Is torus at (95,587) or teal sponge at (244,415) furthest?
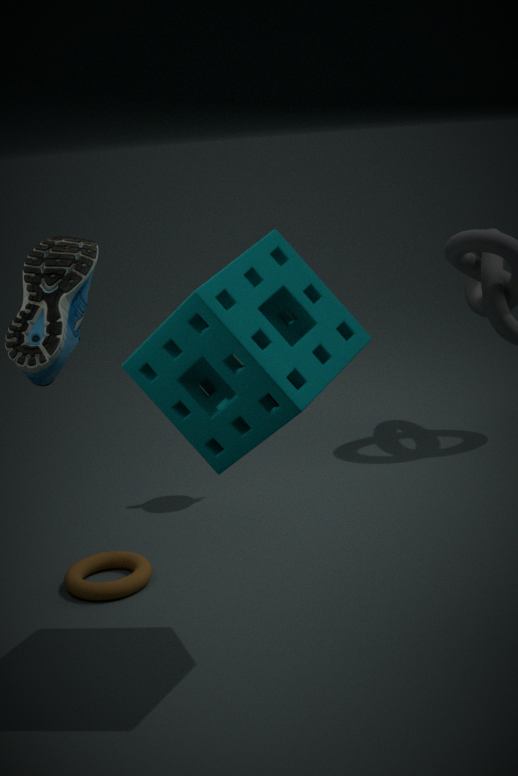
torus at (95,587)
